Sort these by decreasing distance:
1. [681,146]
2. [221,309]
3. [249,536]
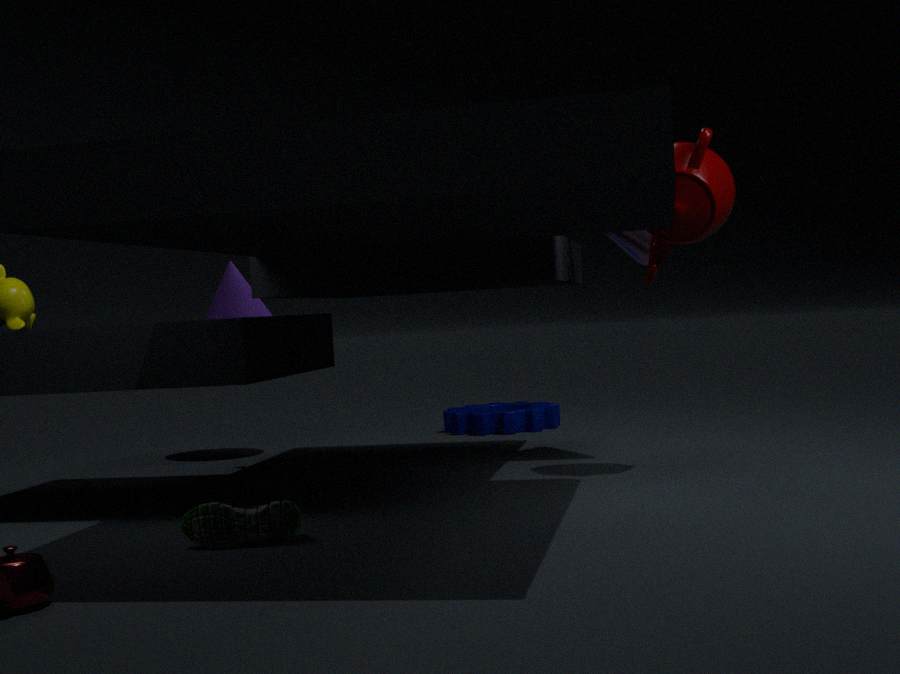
[221,309] → [681,146] → [249,536]
